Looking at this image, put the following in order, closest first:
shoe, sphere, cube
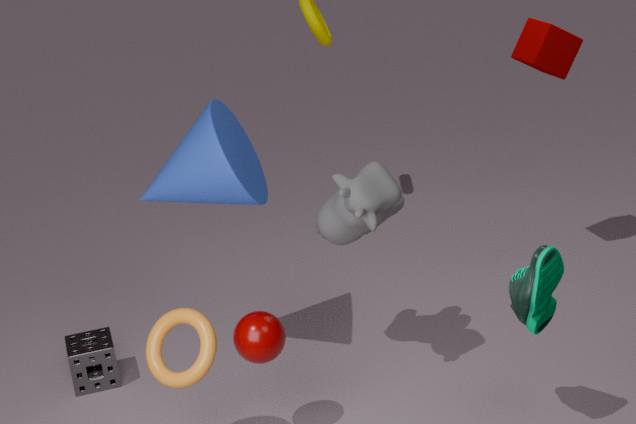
shoe, sphere, cube
